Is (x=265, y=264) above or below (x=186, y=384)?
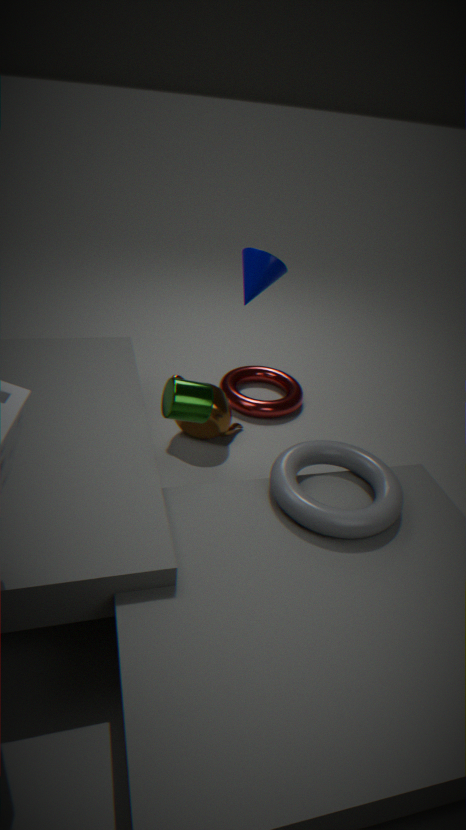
above
